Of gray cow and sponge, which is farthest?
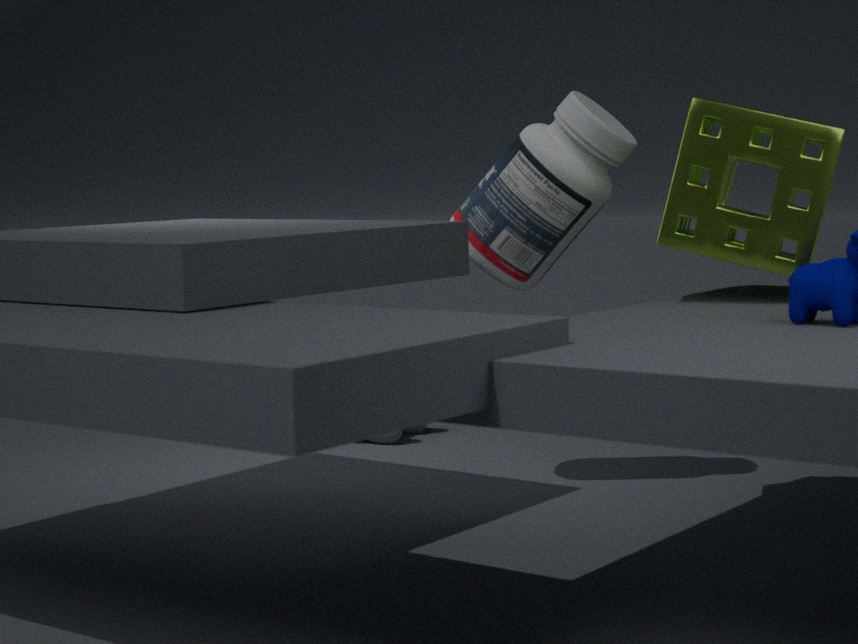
gray cow
